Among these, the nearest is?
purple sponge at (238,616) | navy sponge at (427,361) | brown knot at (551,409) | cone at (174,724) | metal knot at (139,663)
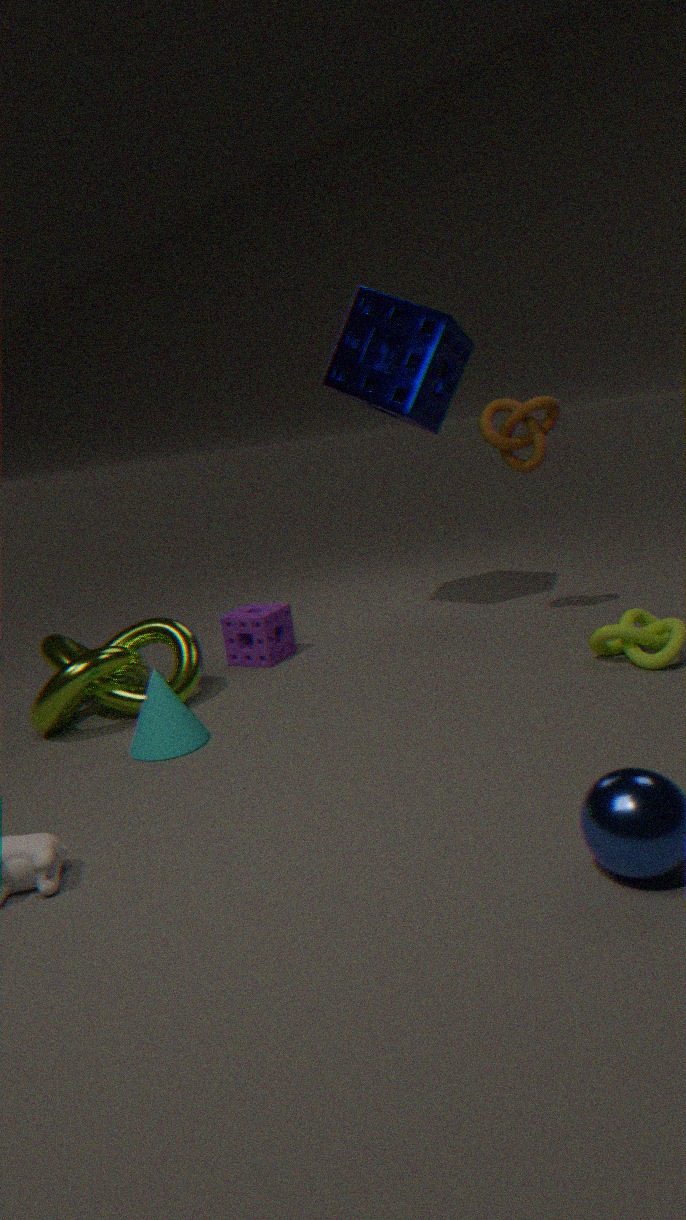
cone at (174,724)
